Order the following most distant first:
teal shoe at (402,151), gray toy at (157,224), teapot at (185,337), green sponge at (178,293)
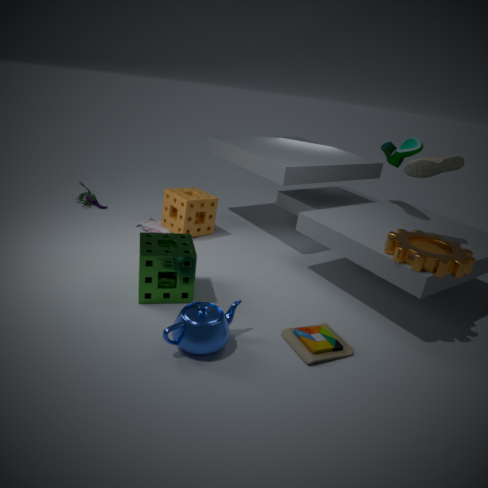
gray toy at (157,224) < teal shoe at (402,151) < green sponge at (178,293) < teapot at (185,337)
